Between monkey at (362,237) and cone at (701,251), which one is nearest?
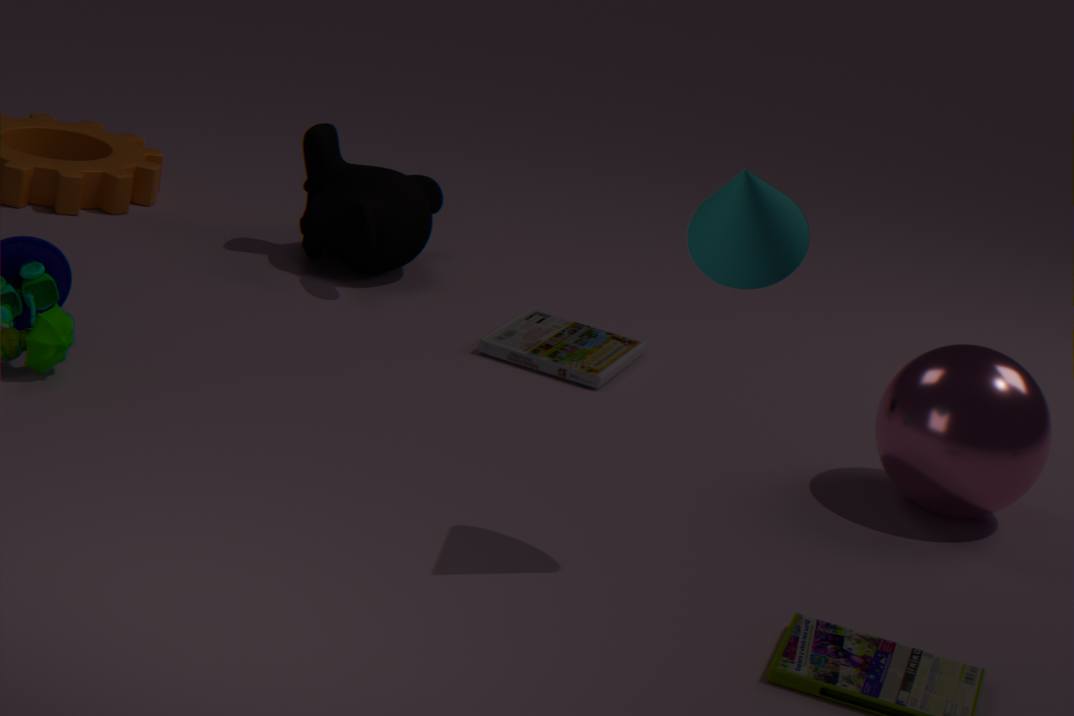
cone at (701,251)
